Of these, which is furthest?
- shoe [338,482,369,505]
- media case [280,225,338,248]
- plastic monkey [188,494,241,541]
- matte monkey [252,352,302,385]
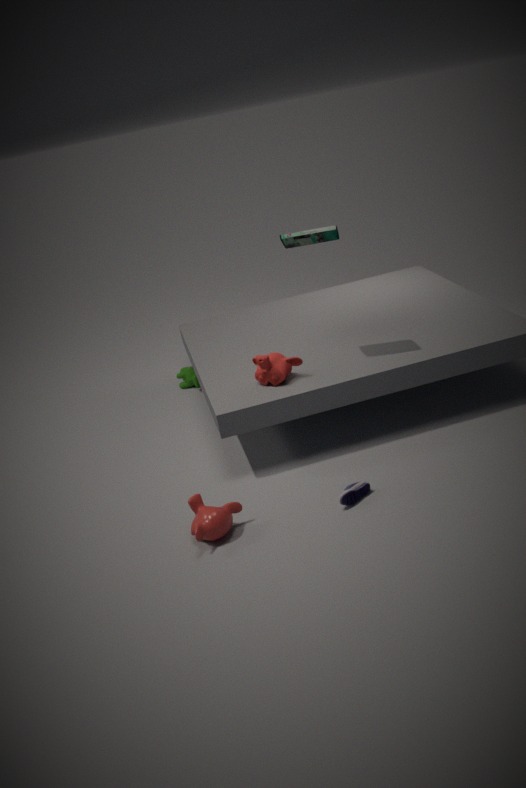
matte monkey [252,352,302,385]
